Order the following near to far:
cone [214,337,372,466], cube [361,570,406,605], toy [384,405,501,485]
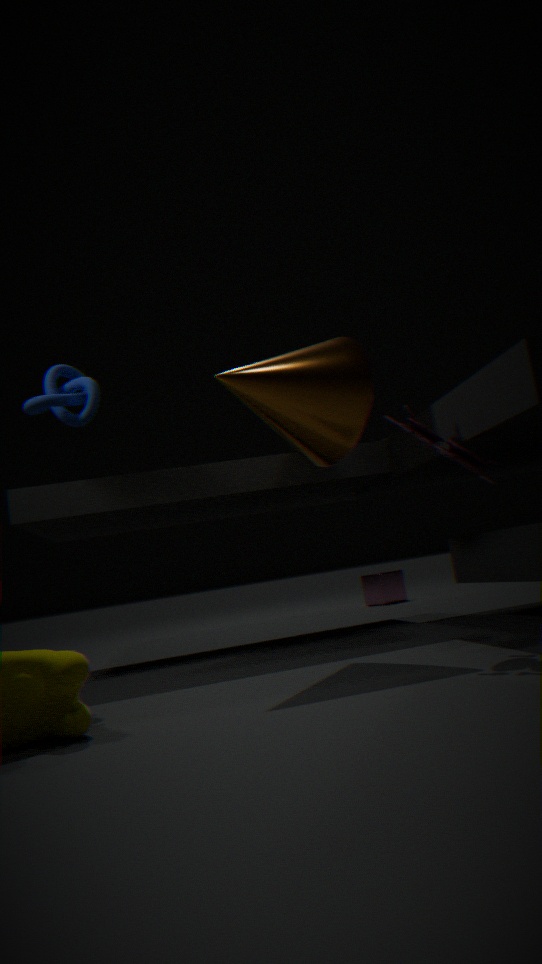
toy [384,405,501,485]
cone [214,337,372,466]
cube [361,570,406,605]
